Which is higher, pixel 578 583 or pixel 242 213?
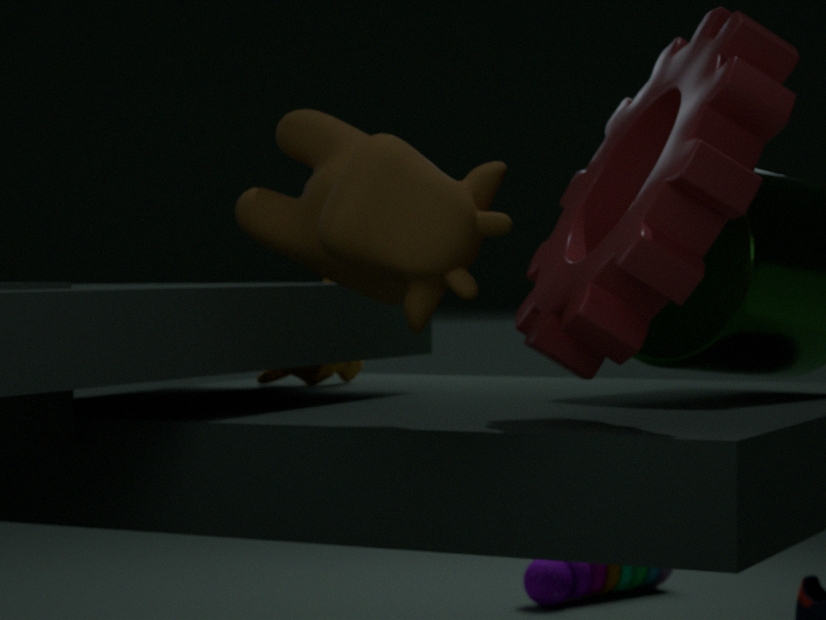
pixel 242 213
